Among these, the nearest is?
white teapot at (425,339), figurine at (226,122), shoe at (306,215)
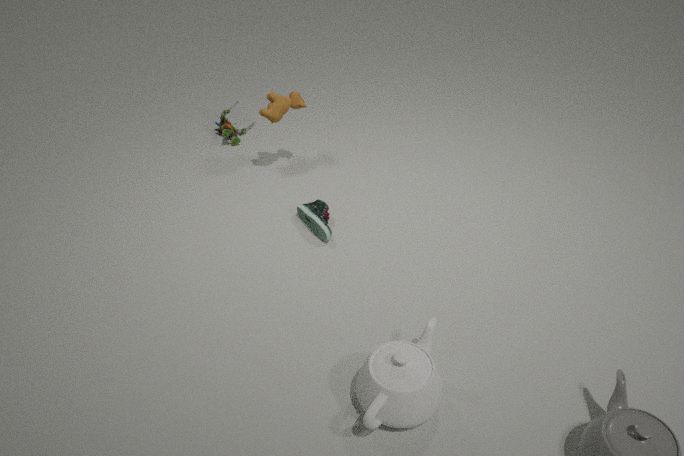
white teapot at (425,339)
